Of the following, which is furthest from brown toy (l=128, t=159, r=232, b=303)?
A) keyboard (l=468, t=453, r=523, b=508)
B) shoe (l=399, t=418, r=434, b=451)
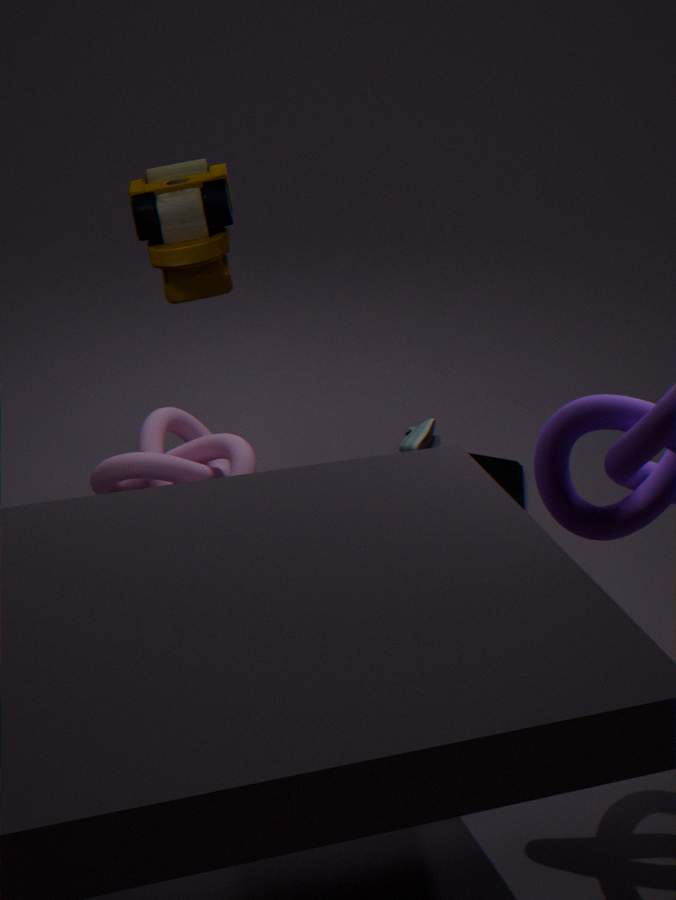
shoe (l=399, t=418, r=434, b=451)
